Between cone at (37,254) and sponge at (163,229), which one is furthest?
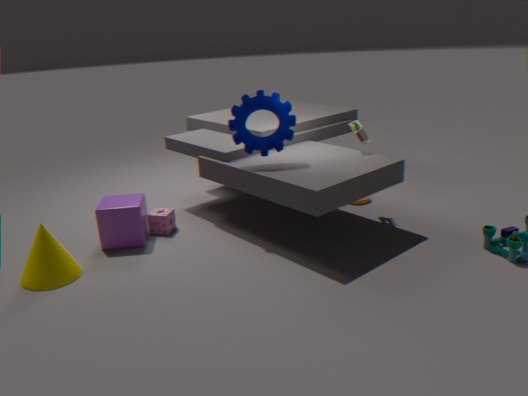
sponge at (163,229)
